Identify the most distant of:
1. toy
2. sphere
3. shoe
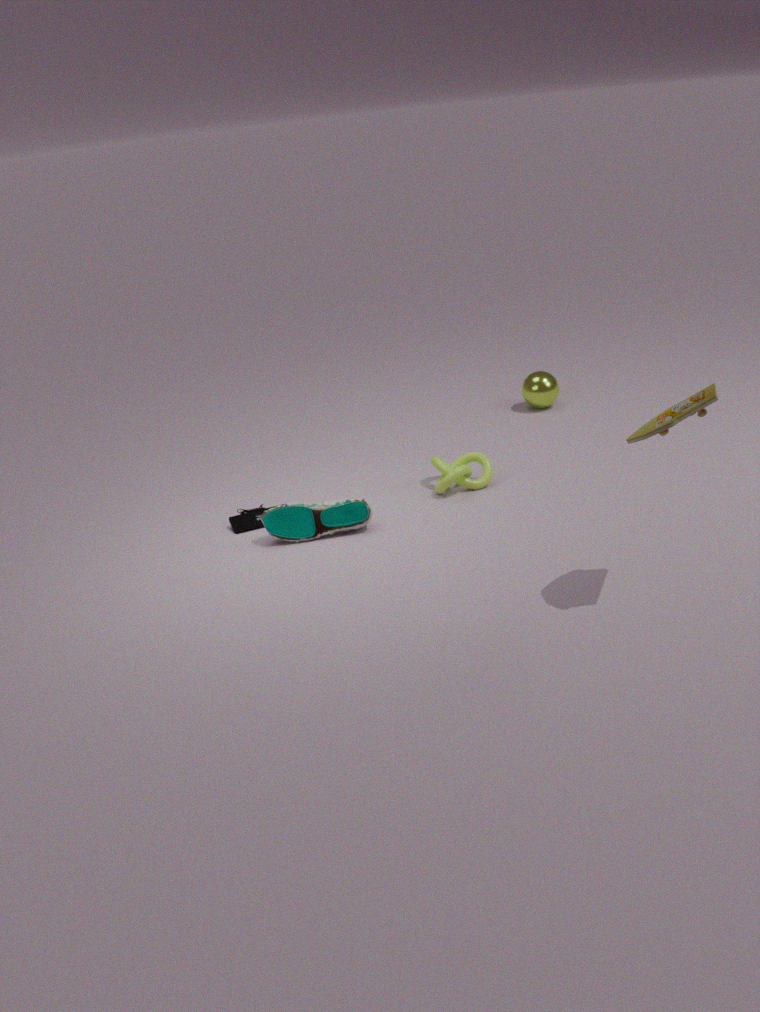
sphere
